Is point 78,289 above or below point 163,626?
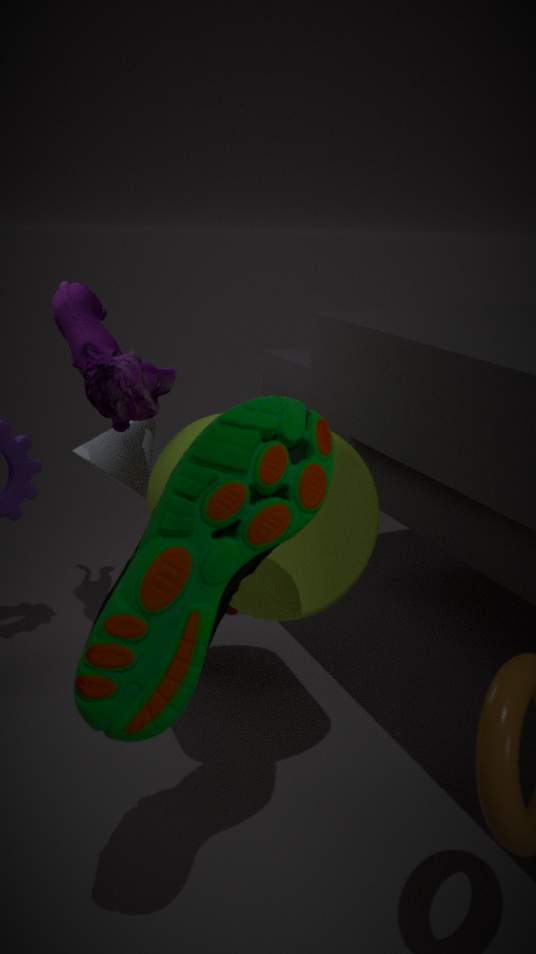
above
